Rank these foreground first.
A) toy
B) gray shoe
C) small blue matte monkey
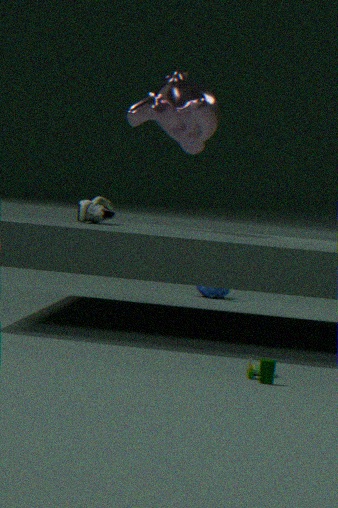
toy
gray shoe
small blue matte monkey
